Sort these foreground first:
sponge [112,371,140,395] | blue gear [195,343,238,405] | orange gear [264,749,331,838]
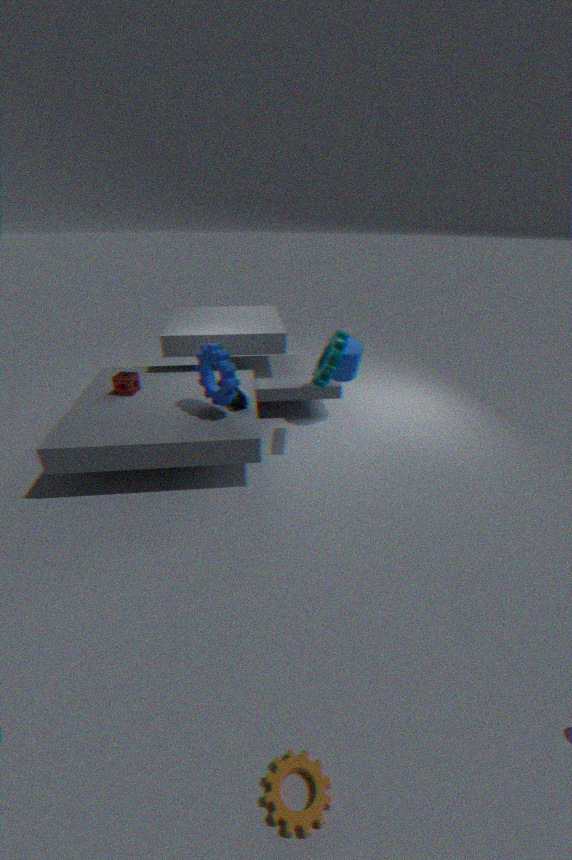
orange gear [264,749,331,838] < blue gear [195,343,238,405] < sponge [112,371,140,395]
